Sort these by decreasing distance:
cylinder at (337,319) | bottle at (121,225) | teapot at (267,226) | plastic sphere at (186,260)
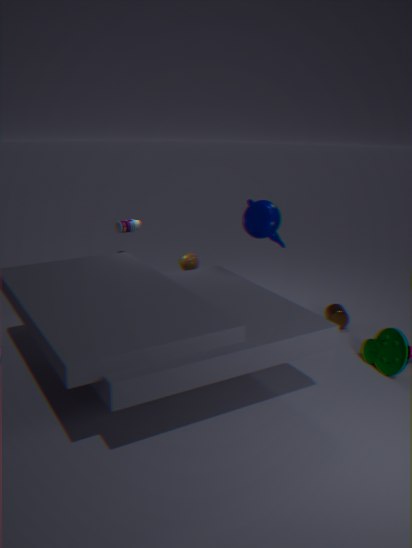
plastic sphere at (186,260)
bottle at (121,225)
cylinder at (337,319)
teapot at (267,226)
